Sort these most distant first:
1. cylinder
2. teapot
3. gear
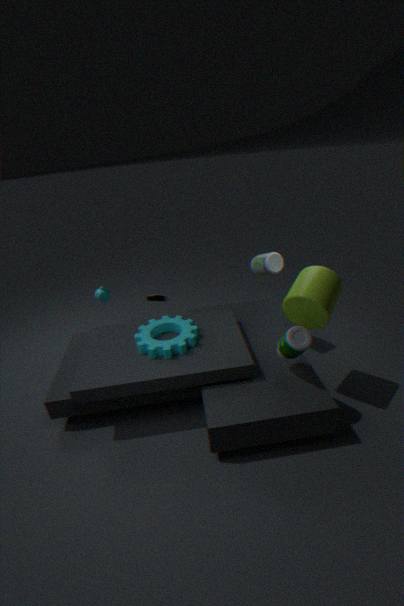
teapot < gear < cylinder
